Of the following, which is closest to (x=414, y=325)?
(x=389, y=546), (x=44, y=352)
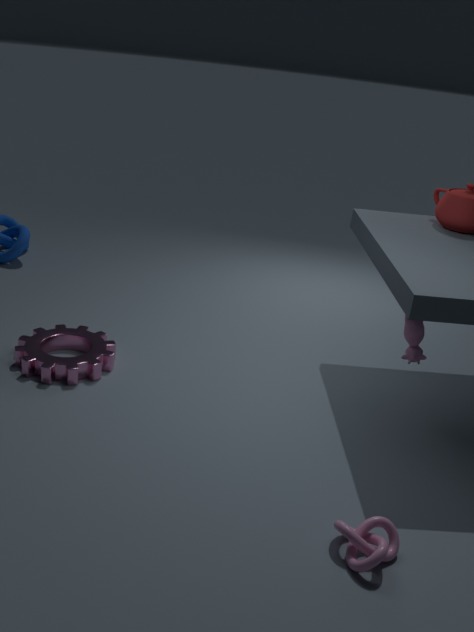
(x=389, y=546)
